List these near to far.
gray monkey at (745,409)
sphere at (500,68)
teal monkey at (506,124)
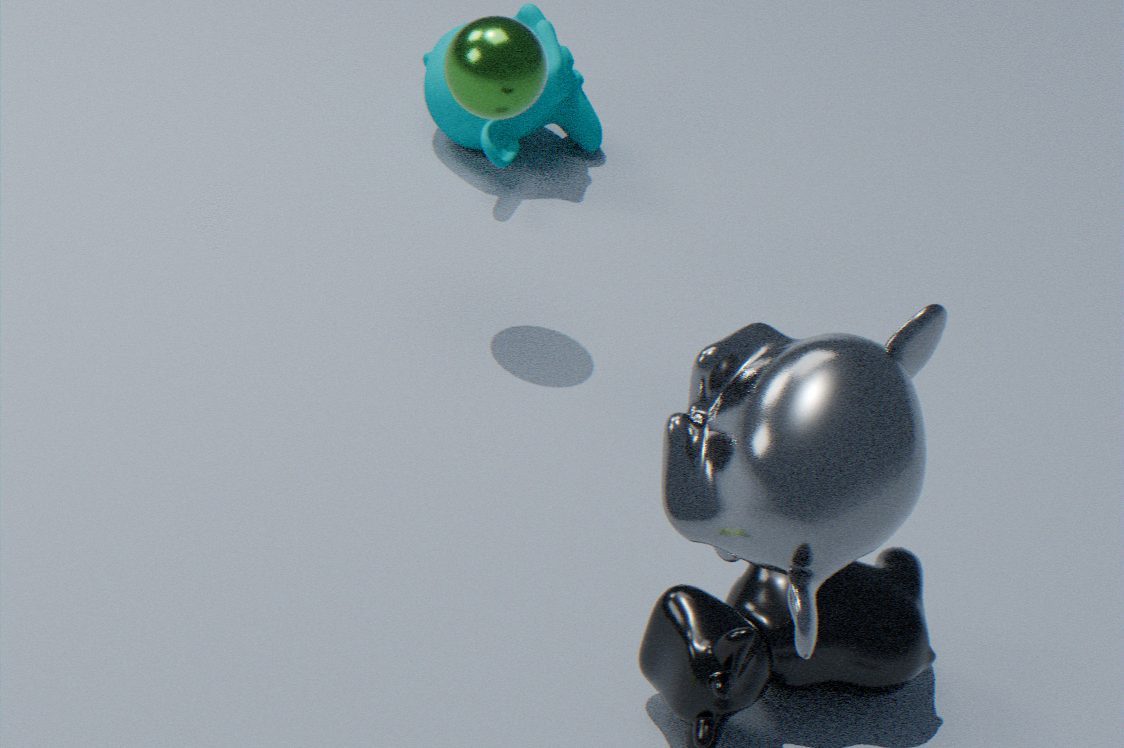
gray monkey at (745,409), sphere at (500,68), teal monkey at (506,124)
